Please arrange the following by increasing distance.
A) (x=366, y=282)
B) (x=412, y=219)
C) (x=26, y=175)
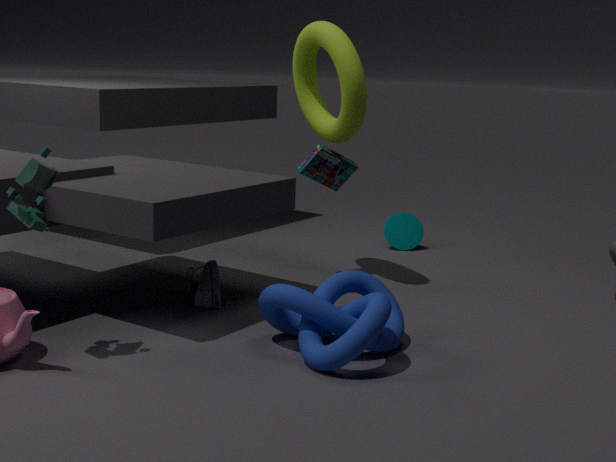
(x=26, y=175) < (x=366, y=282) < (x=412, y=219)
